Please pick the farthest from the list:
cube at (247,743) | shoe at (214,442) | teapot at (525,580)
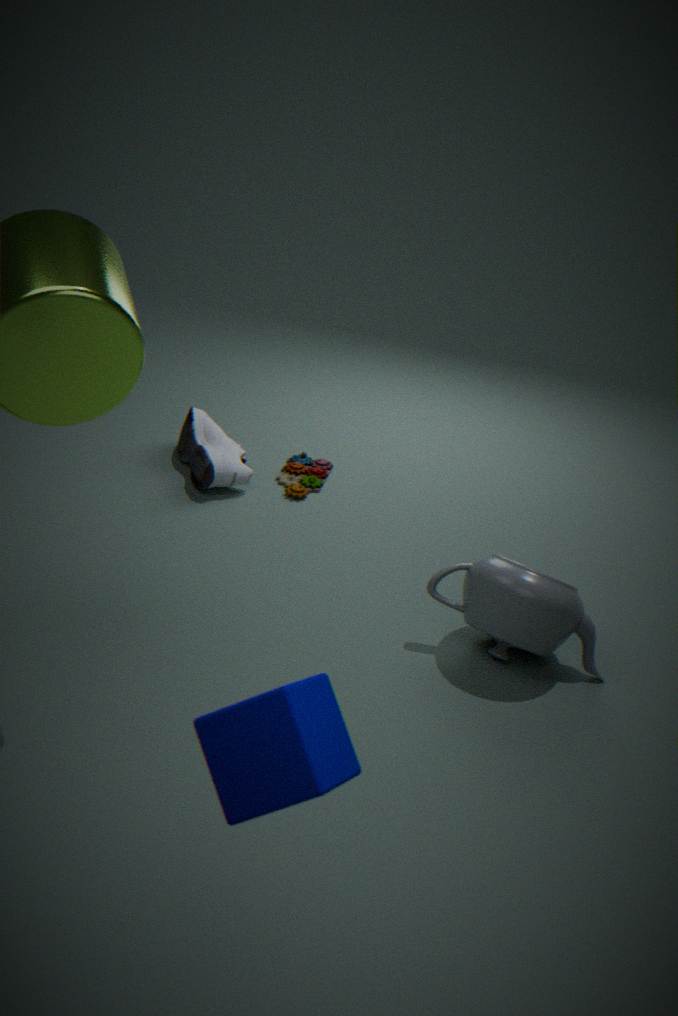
shoe at (214,442)
